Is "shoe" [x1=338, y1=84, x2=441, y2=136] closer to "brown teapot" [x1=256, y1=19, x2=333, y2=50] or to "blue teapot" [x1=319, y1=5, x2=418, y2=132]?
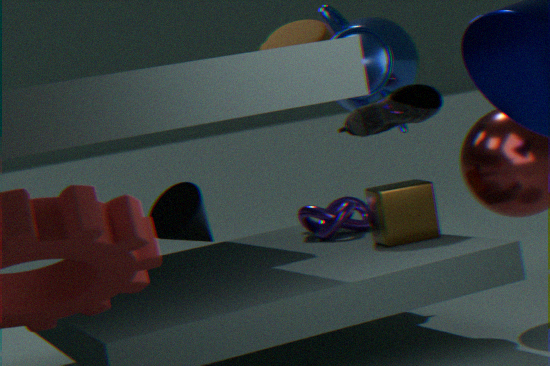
"blue teapot" [x1=319, y1=5, x2=418, y2=132]
